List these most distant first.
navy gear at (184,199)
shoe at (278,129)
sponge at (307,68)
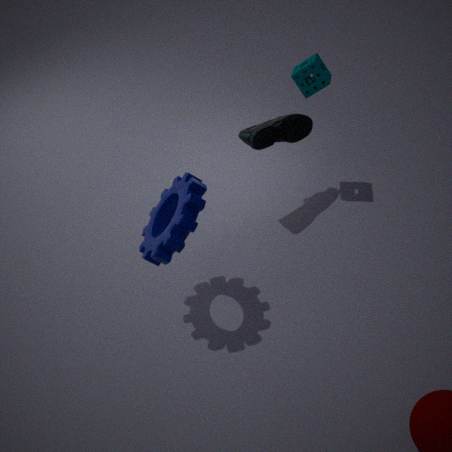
1. shoe at (278,129)
2. sponge at (307,68)
3. navy gear at (184,199)
